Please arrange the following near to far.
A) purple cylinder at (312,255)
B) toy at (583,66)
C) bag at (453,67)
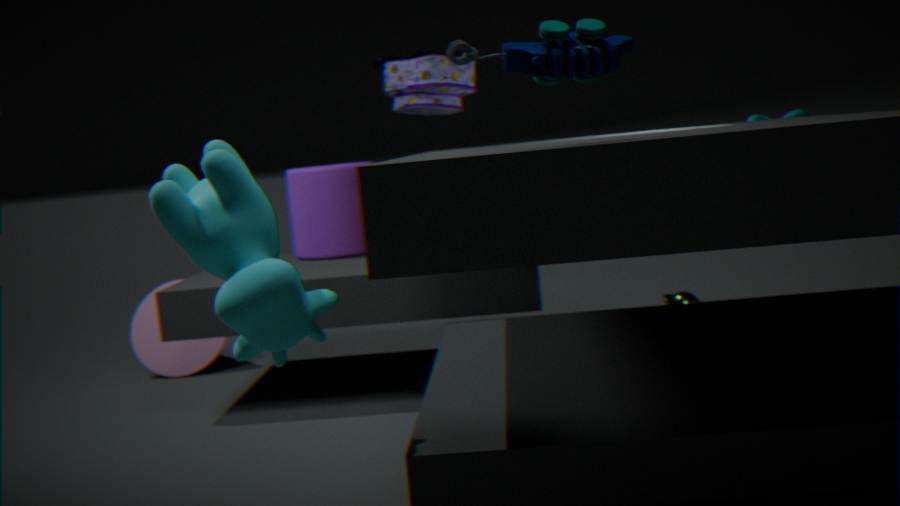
1. toy at (583,66)
2. bag at (453,67)
3. purple cylinder at (312,255)
